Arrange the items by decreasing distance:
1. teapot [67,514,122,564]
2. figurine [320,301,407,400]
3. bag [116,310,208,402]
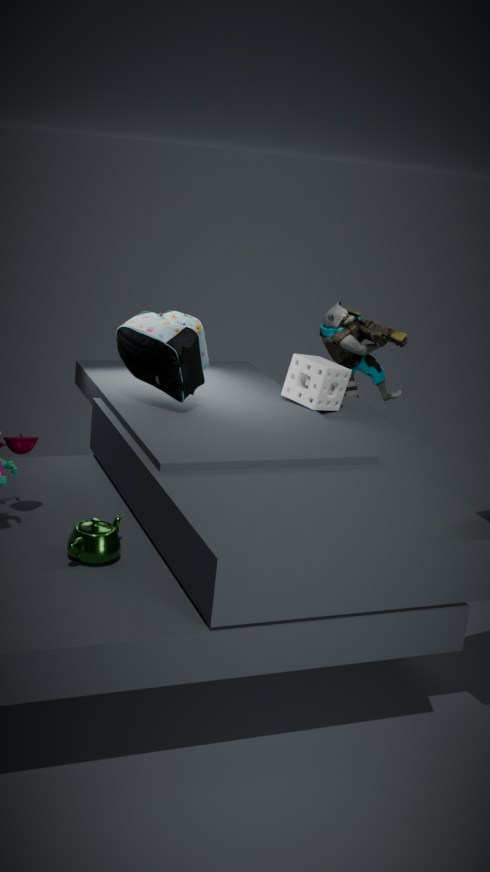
figurine [320,301,407,400] → bag [116,310,208,402] → teapot [67,514,122,564]
